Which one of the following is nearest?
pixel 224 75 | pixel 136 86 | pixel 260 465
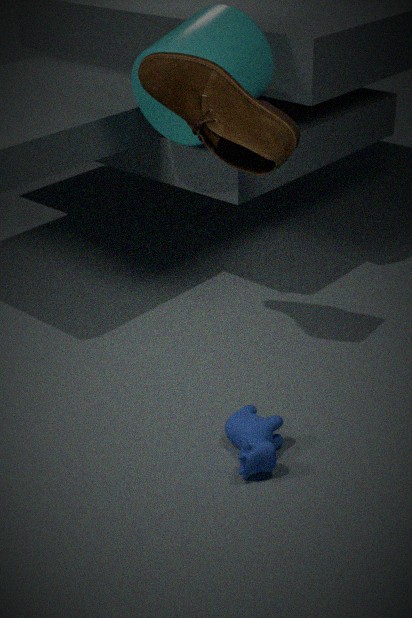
pixel 260 465
